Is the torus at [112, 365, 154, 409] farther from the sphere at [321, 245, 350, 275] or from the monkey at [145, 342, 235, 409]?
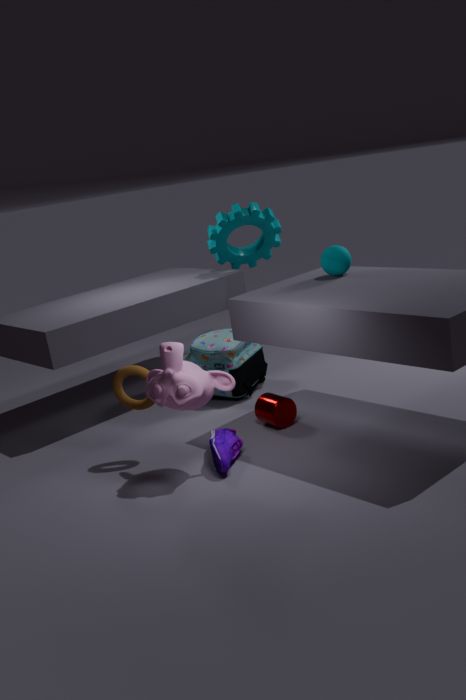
the sphere at [321, 245, 350, 275]
